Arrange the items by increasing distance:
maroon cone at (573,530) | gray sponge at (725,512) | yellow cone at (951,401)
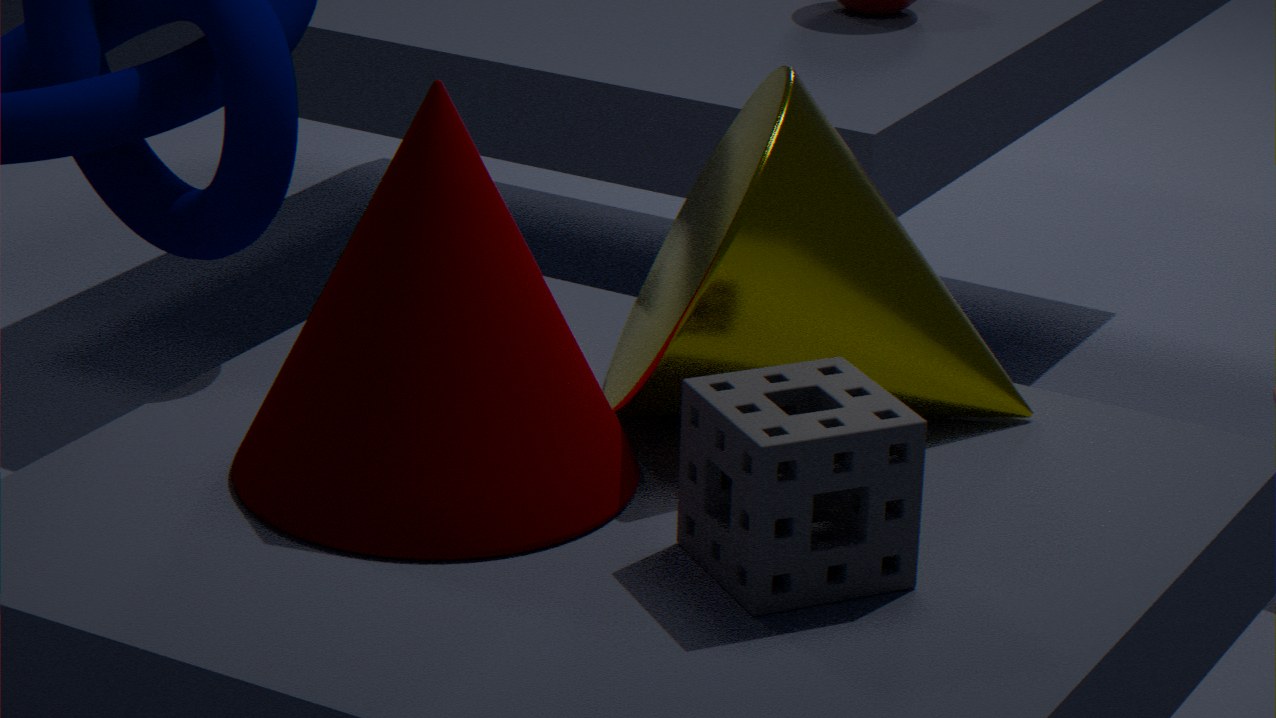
1. gray sponge at (725,512)
2. maroon cone at (573,530)
3. yellow cone at (951,401)
